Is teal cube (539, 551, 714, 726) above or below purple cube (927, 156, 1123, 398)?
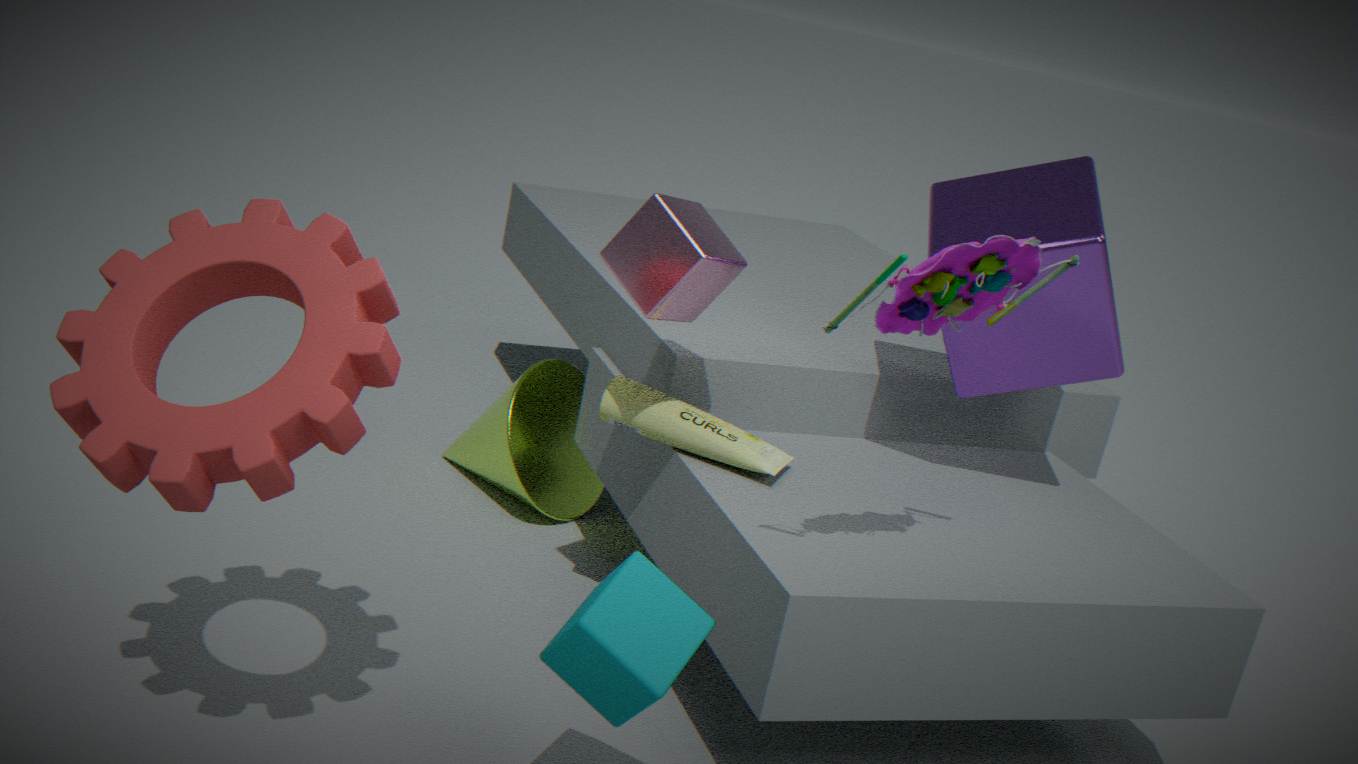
below
